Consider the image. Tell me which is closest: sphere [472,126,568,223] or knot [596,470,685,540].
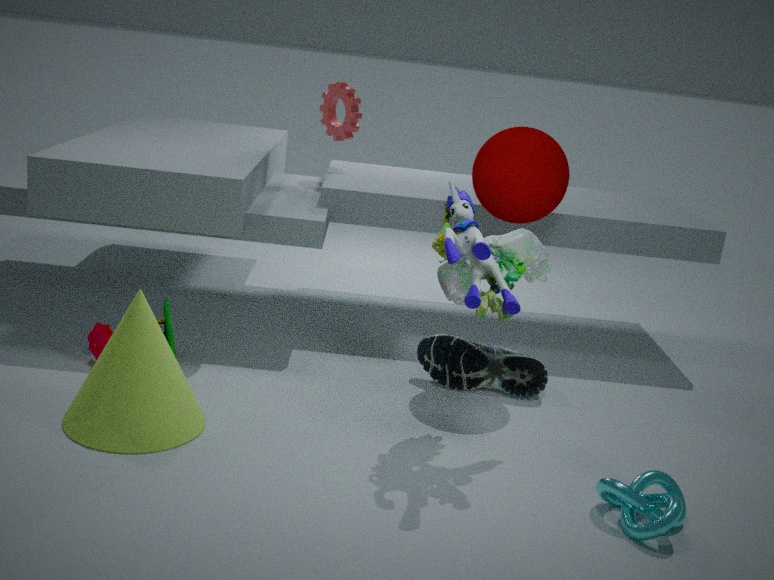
knot [596,470,685,540]
